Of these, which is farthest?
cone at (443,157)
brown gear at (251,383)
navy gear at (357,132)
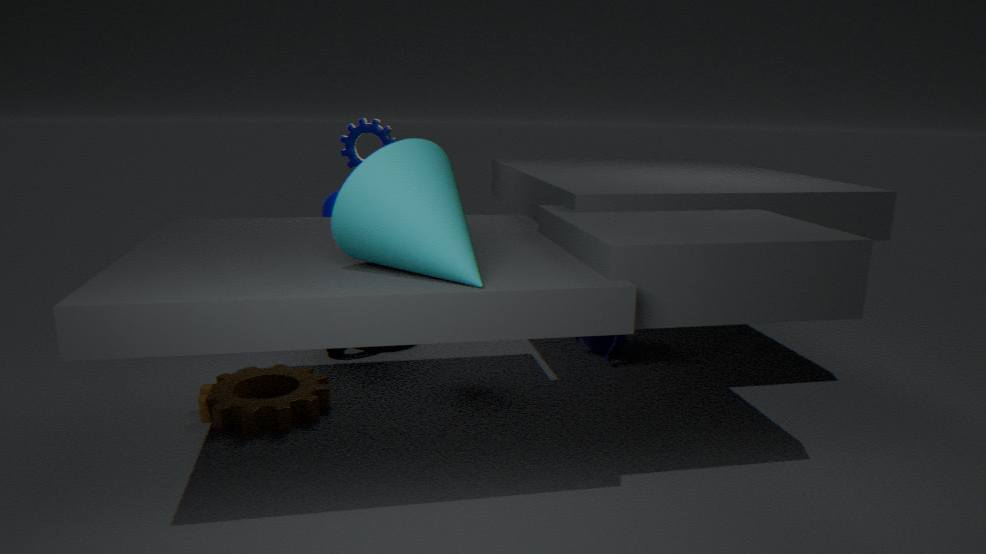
navy gear at (357,132)
